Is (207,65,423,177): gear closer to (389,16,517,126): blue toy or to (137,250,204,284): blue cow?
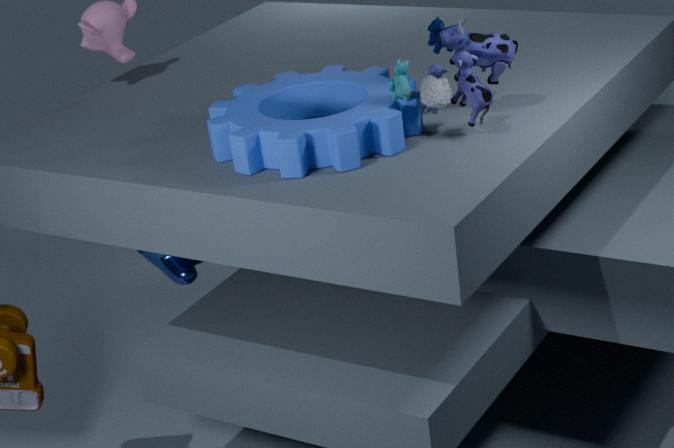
(389,16,517,126): blue toy
